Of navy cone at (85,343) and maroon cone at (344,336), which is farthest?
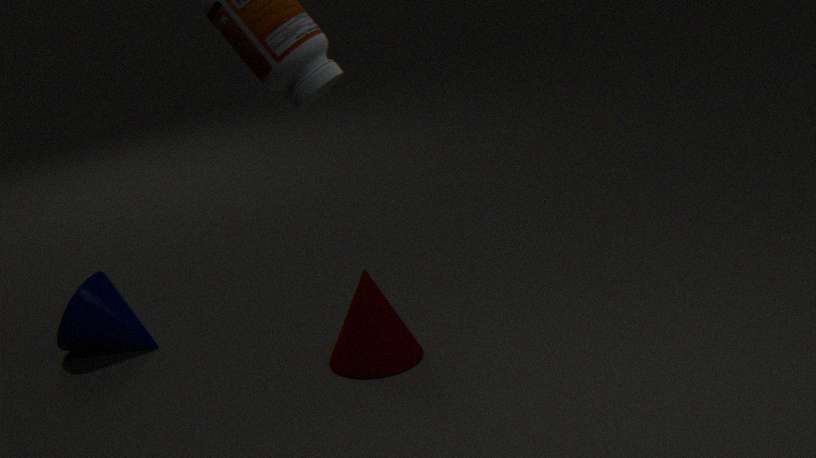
navy cone at (85,343)
